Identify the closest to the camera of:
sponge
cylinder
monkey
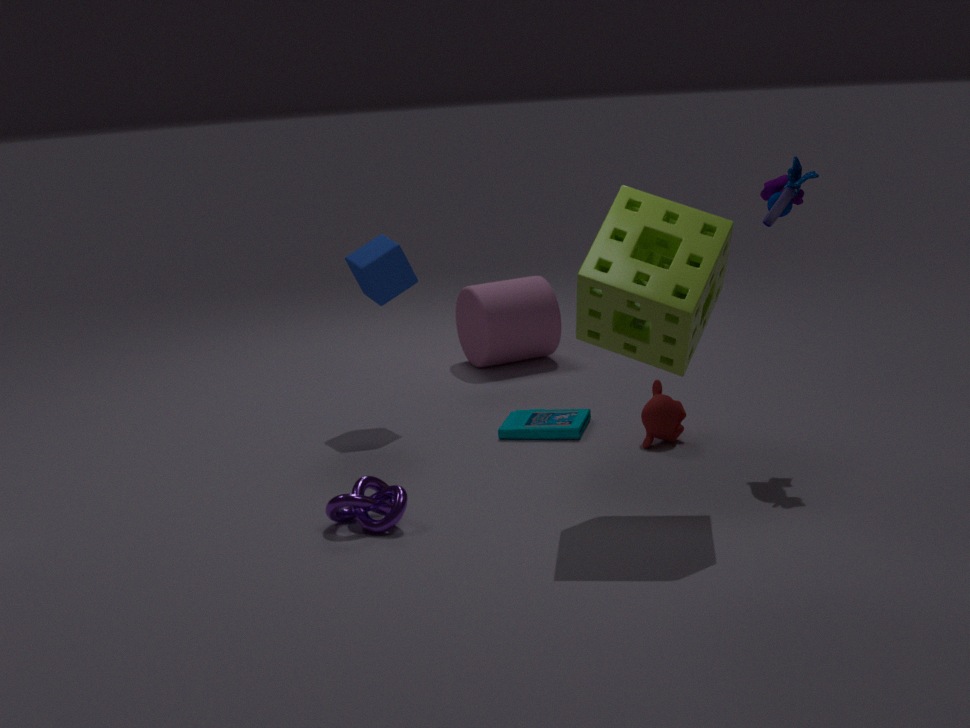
sponge
